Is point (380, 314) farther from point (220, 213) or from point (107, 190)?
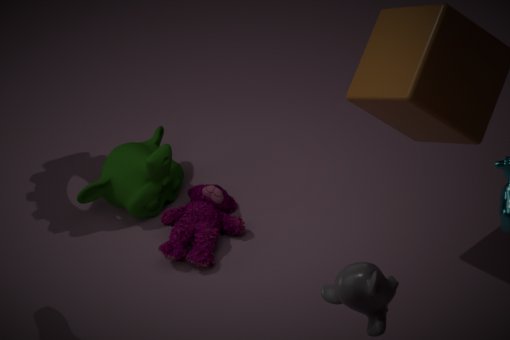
point (107, 190)
